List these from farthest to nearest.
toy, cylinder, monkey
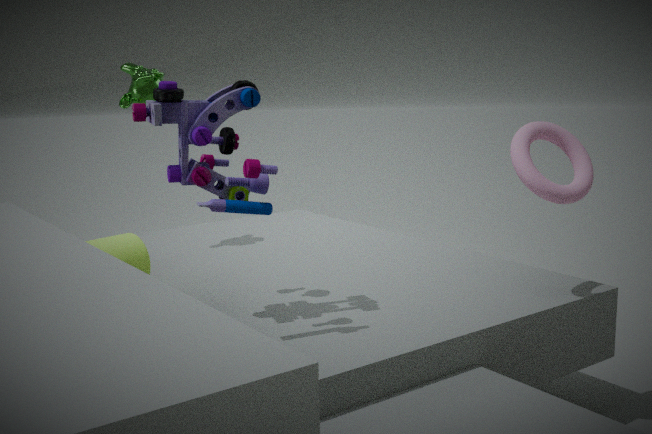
monkey < cylinder < toy
